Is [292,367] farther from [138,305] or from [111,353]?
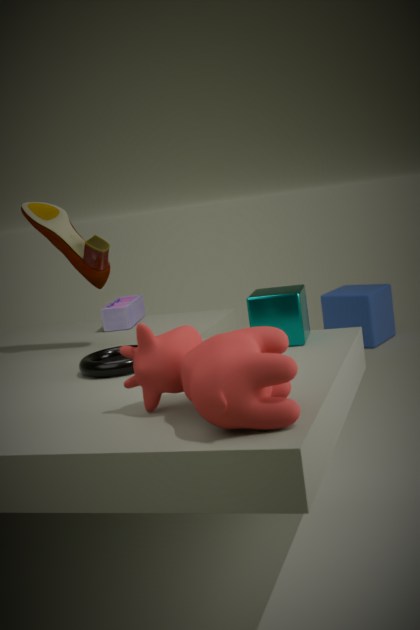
[138,305]
